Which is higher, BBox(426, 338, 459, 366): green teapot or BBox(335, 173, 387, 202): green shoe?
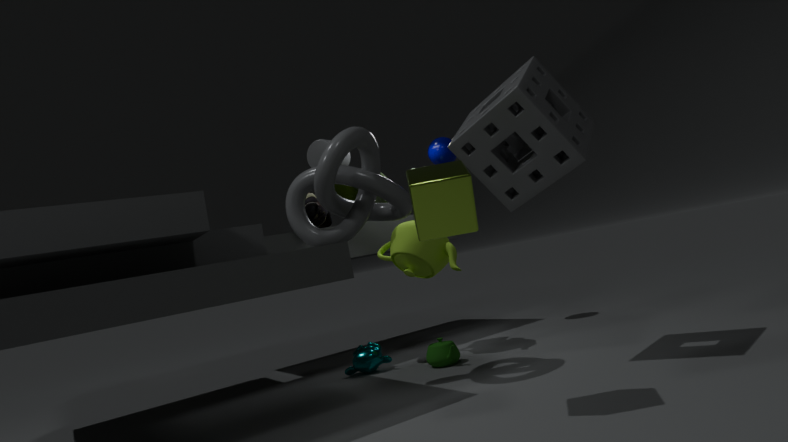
BBox(335, 173, 387, 202): green shoe
